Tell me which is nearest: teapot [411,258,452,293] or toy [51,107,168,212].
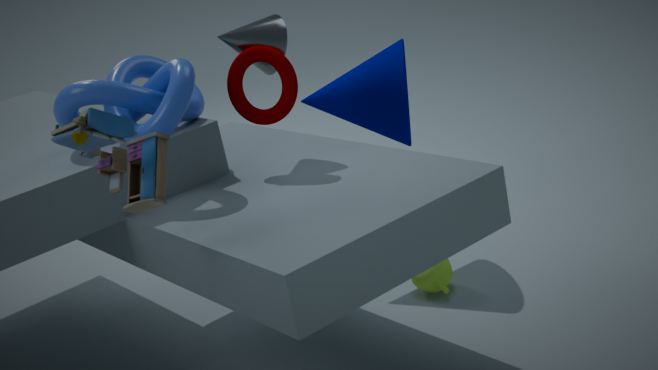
toy [51,107,168,212]
